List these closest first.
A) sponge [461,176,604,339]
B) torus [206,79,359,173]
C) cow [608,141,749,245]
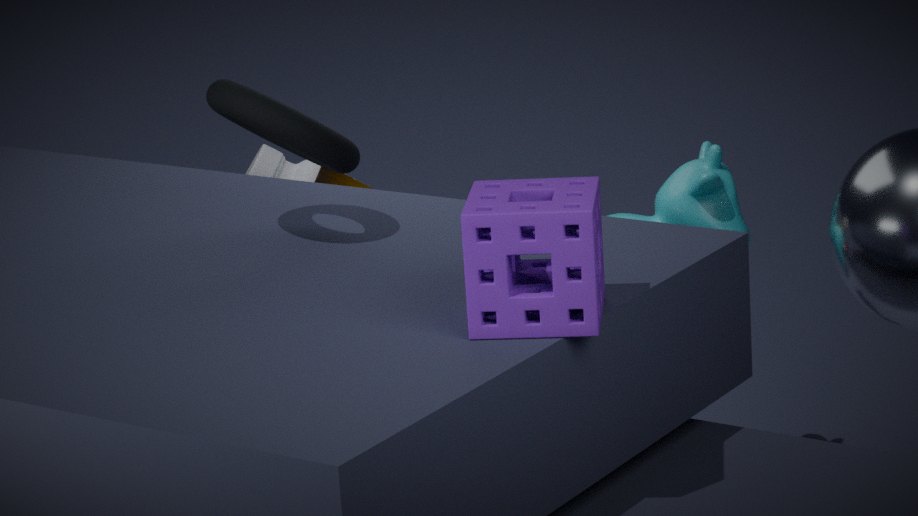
sponge [461,176,604,339]
torus [206,79,359,173]
cow [608,141,749,245]
